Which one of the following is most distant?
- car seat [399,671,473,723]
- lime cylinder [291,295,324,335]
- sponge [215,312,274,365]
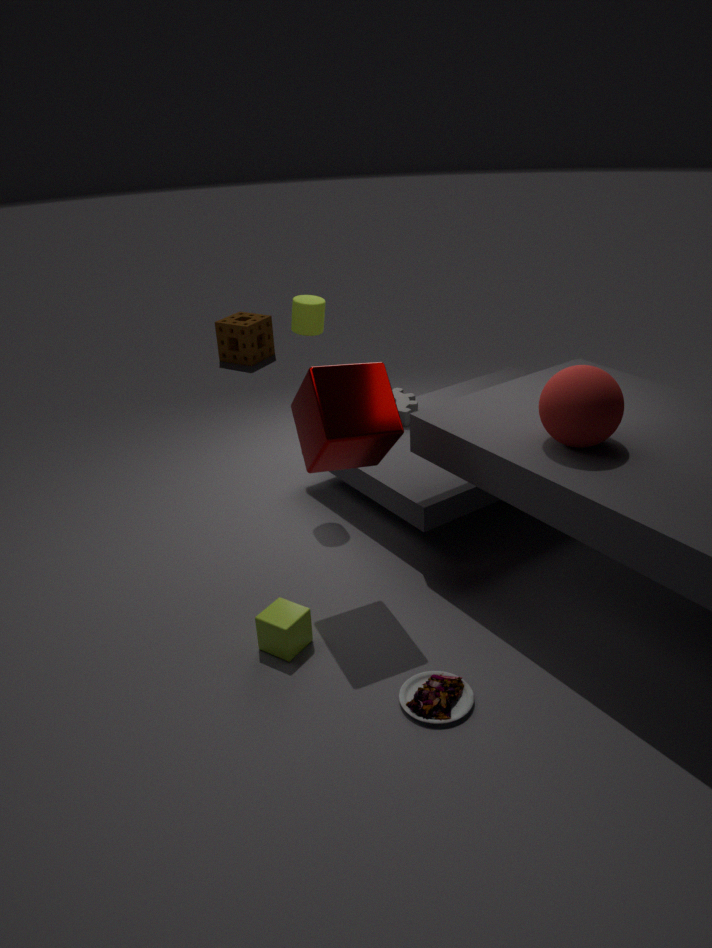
sponge [215,312,274,365]
